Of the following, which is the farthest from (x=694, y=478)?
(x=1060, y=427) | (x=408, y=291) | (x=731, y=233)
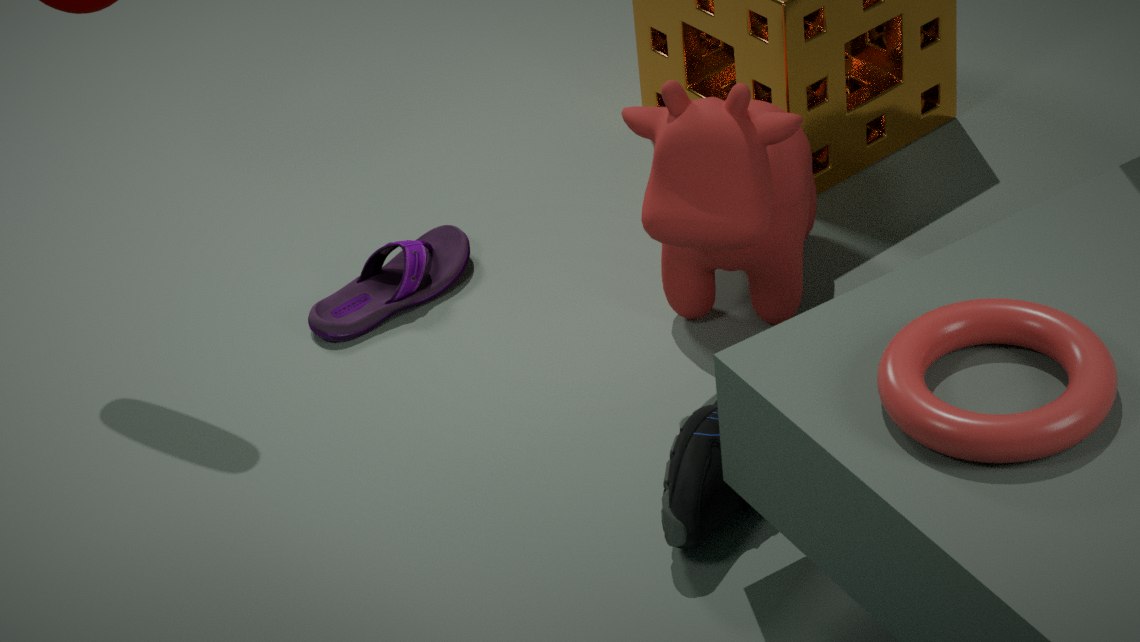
(x=408, y=291)
